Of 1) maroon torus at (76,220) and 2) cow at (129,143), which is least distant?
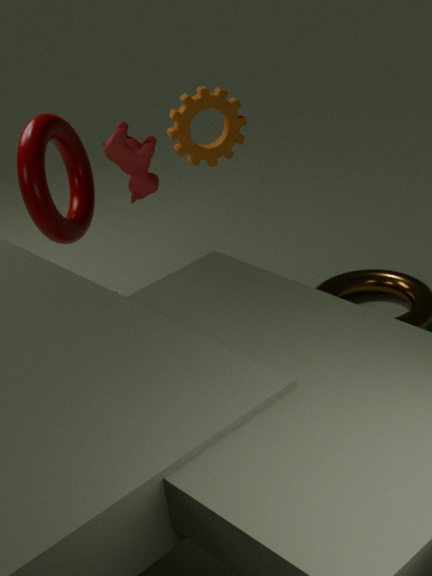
2. cow at (129,143)
